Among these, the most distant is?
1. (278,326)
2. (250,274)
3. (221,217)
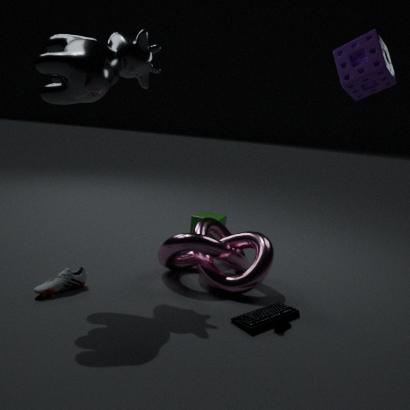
(221,217)
